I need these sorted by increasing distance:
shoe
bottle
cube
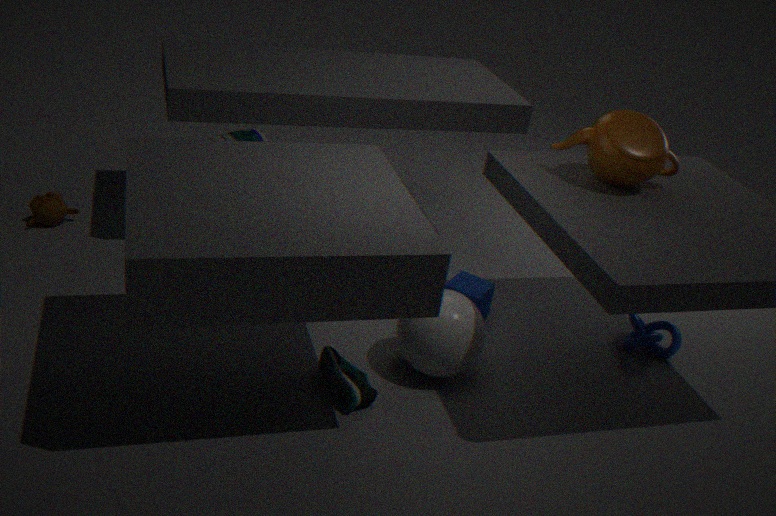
shoe → cube → bottle
